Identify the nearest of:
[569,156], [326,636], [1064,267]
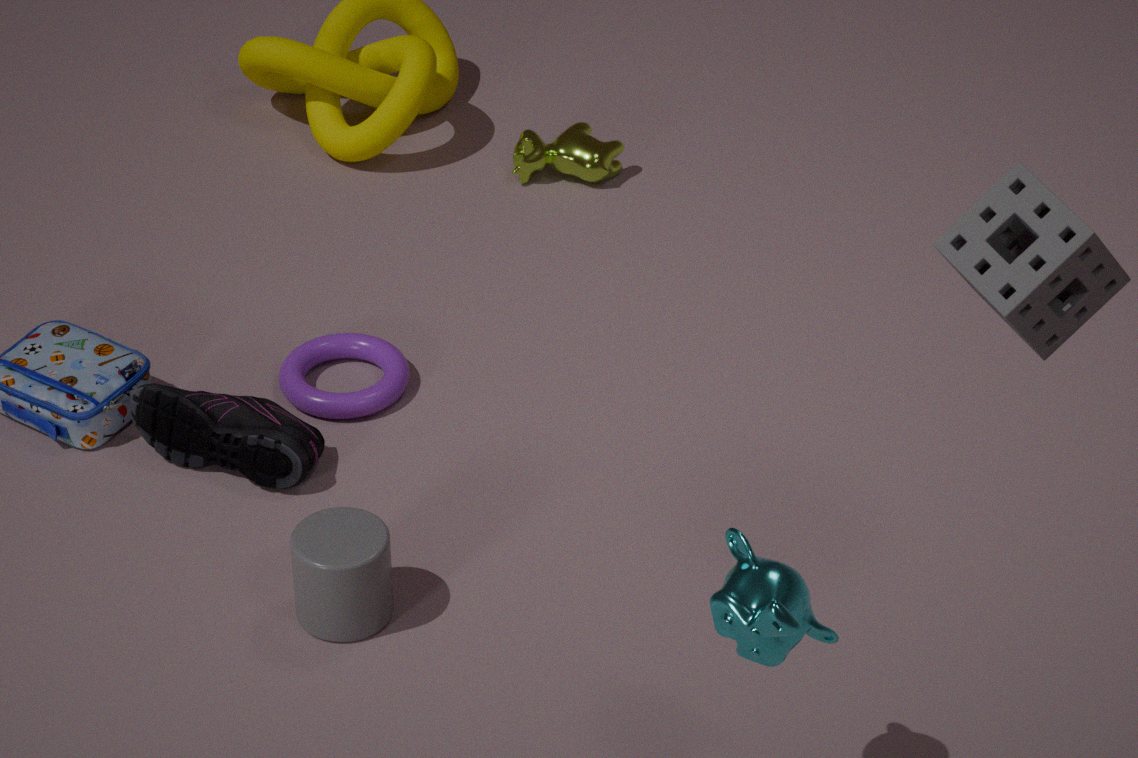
[1064,267]
